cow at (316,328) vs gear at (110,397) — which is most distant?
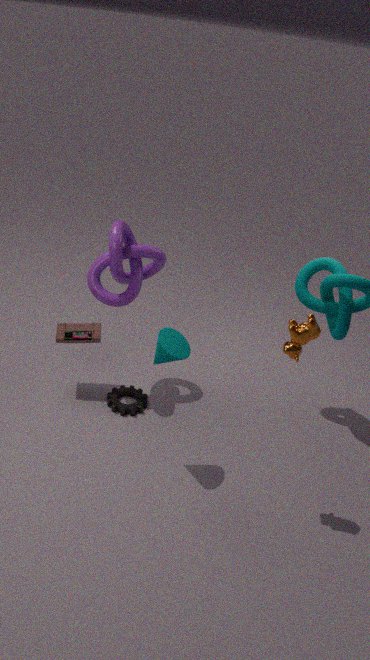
gear at (110,397)
